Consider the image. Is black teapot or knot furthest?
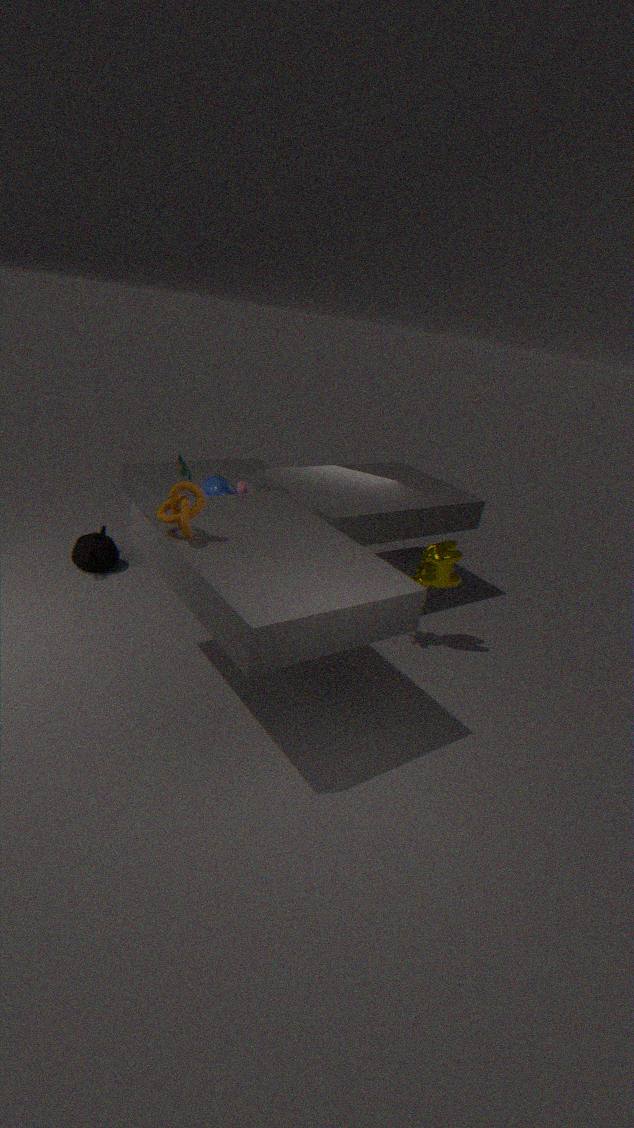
black teapot
